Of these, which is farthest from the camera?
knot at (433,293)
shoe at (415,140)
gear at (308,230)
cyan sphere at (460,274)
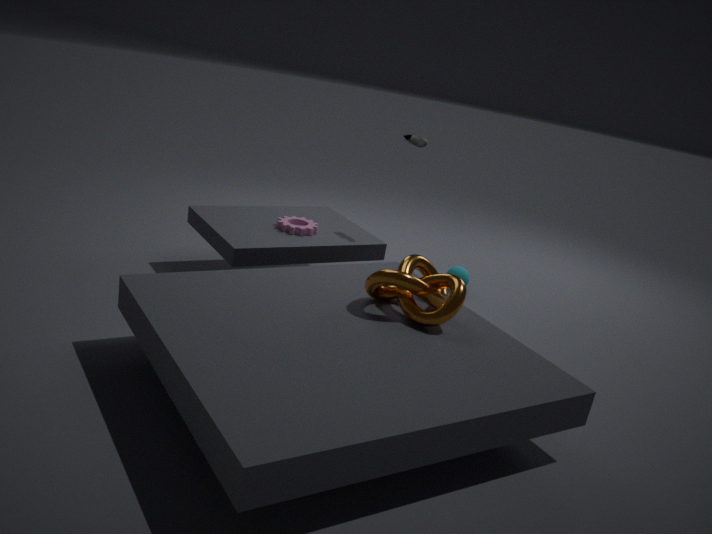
cyan sphere at (460,274)
